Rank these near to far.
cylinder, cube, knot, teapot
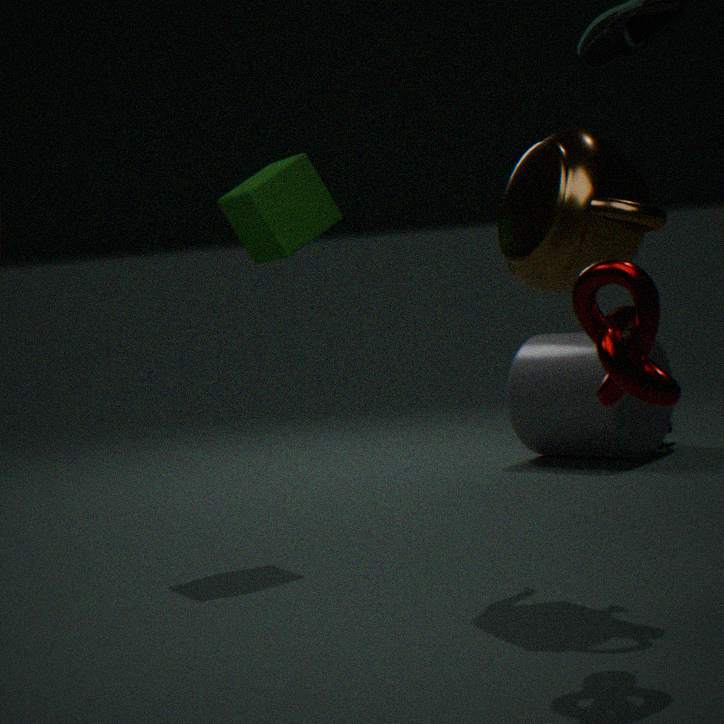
knot < teapot < cube < cylinder
